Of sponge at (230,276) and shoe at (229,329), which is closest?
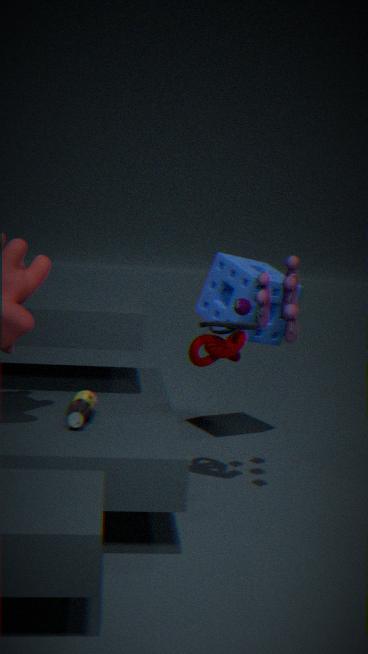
shoe at (229,329)
